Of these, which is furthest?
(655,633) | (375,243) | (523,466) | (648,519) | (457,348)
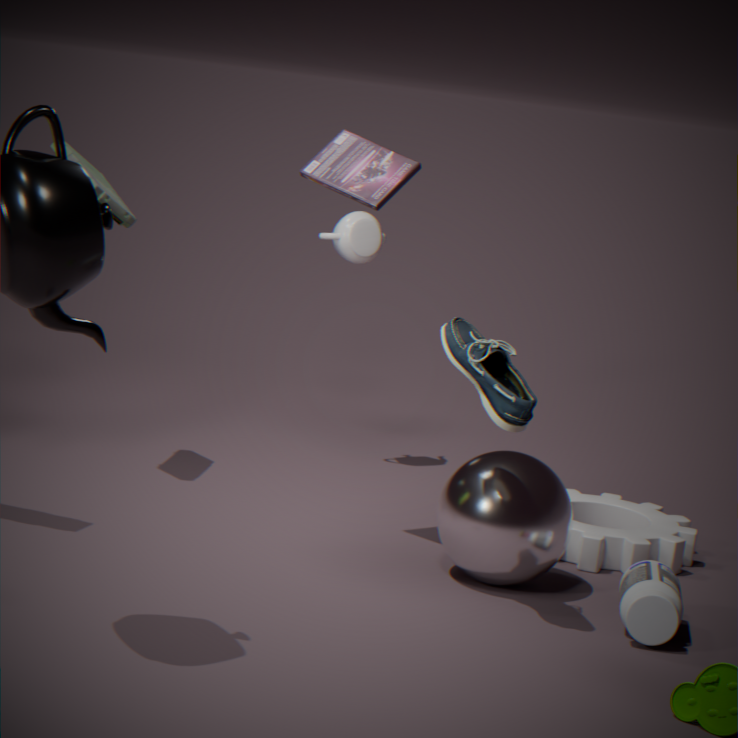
(375,243)
